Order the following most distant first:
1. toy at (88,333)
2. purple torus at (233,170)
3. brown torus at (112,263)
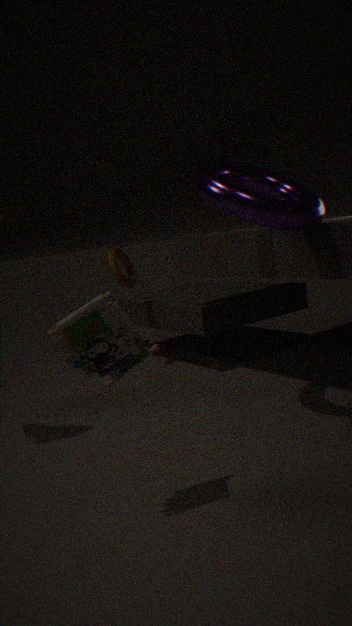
brown torus at (112,263) → purple torus at (233,170) → toy at (88,333)
